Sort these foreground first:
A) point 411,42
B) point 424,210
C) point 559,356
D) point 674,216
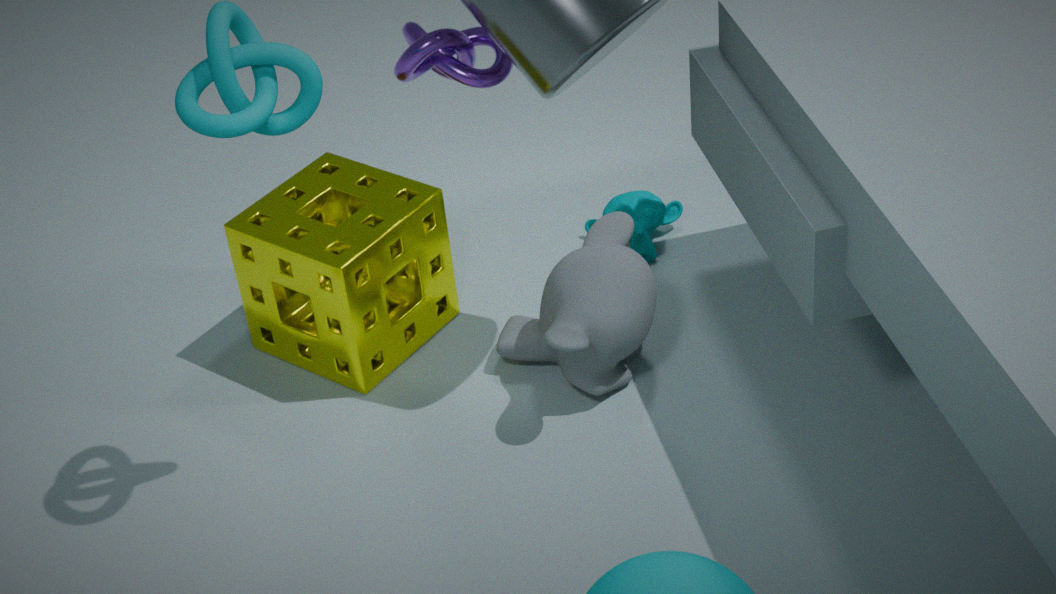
point 411,42, point 559,356, point 424,210, point 674,216
